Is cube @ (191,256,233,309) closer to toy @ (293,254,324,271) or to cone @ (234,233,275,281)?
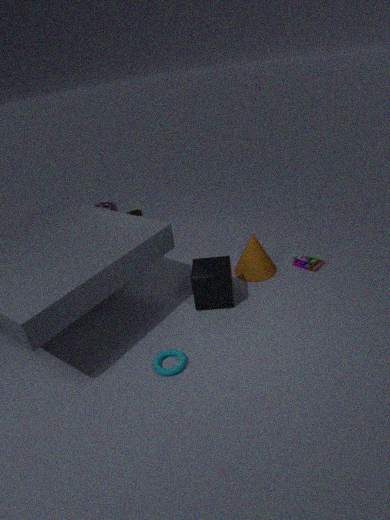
cone @ (234,233,275,281)
